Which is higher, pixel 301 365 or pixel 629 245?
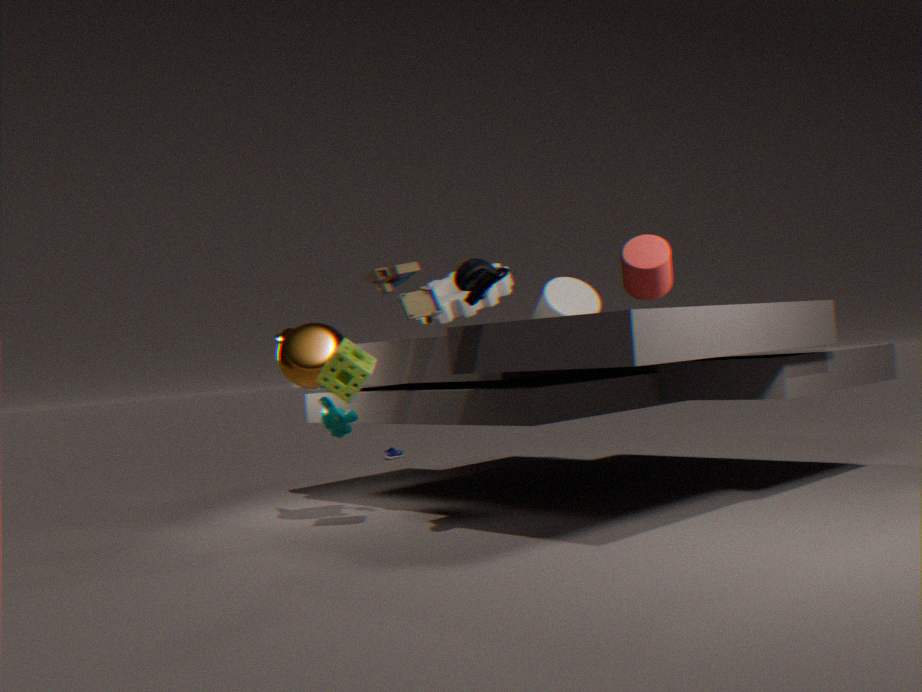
pixel 629 245
